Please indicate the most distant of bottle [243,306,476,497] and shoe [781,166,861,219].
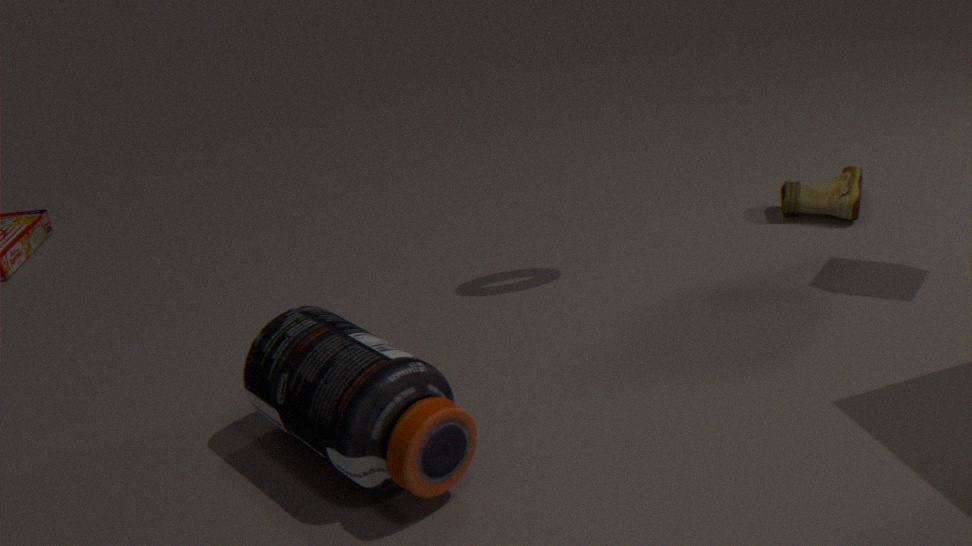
shoe [781,166,861,219]
